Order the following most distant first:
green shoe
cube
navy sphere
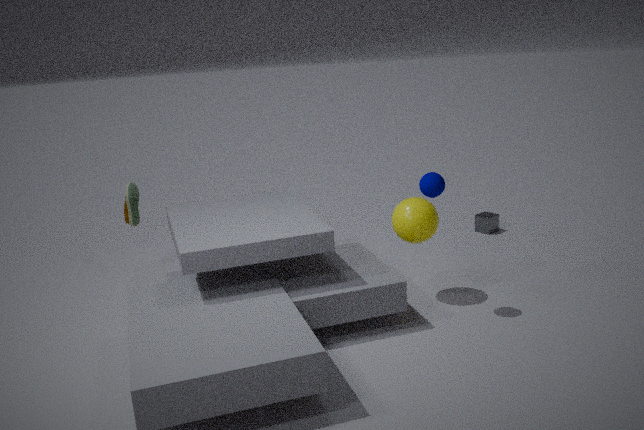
cube, green shoe, navy sphere
